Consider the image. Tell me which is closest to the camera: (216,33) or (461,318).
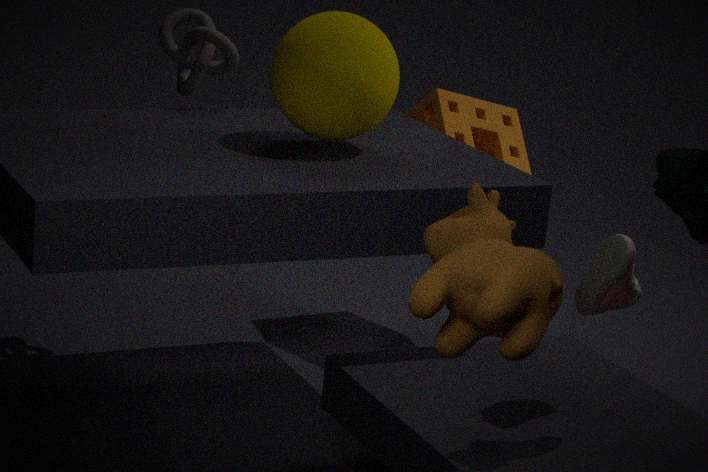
(461,318)
